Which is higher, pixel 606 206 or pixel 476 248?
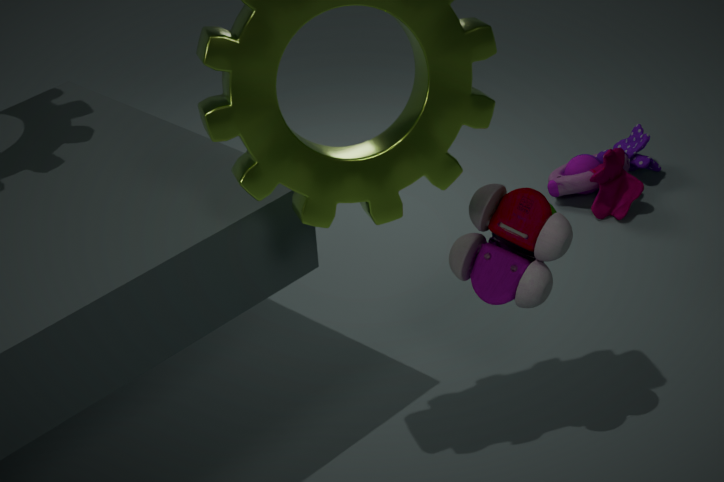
pixel 476 248
